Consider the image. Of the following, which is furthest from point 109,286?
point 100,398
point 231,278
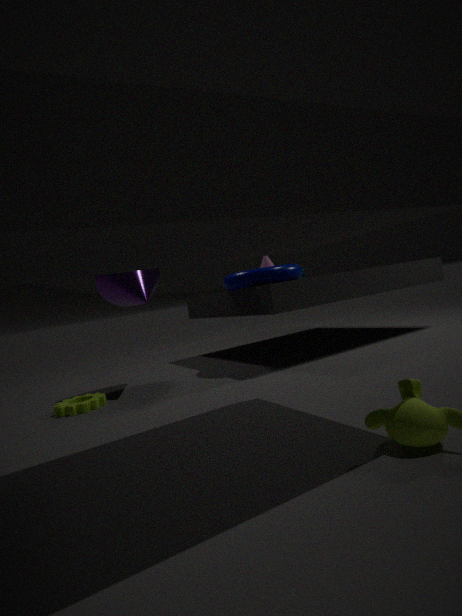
point 231,278
